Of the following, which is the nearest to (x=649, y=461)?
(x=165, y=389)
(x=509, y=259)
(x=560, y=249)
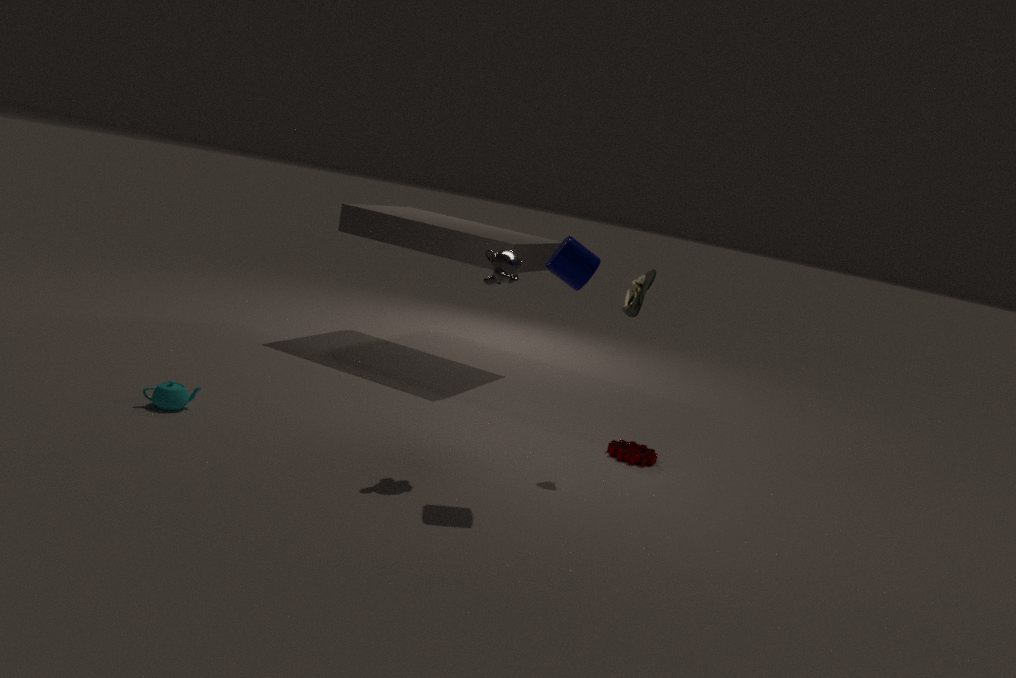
(x=560, y=249)
